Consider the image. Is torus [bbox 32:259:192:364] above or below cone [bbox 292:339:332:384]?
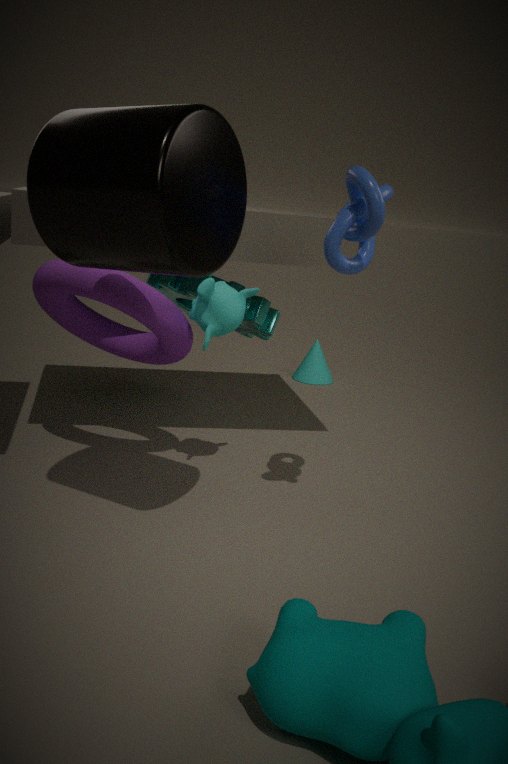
above
